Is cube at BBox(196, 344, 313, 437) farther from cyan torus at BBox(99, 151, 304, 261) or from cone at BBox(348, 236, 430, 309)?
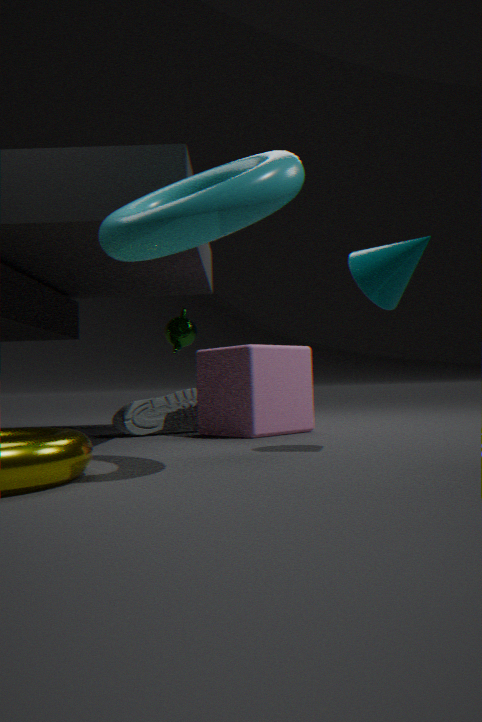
cyan torus at BBox(99, 151, 304, 261)
